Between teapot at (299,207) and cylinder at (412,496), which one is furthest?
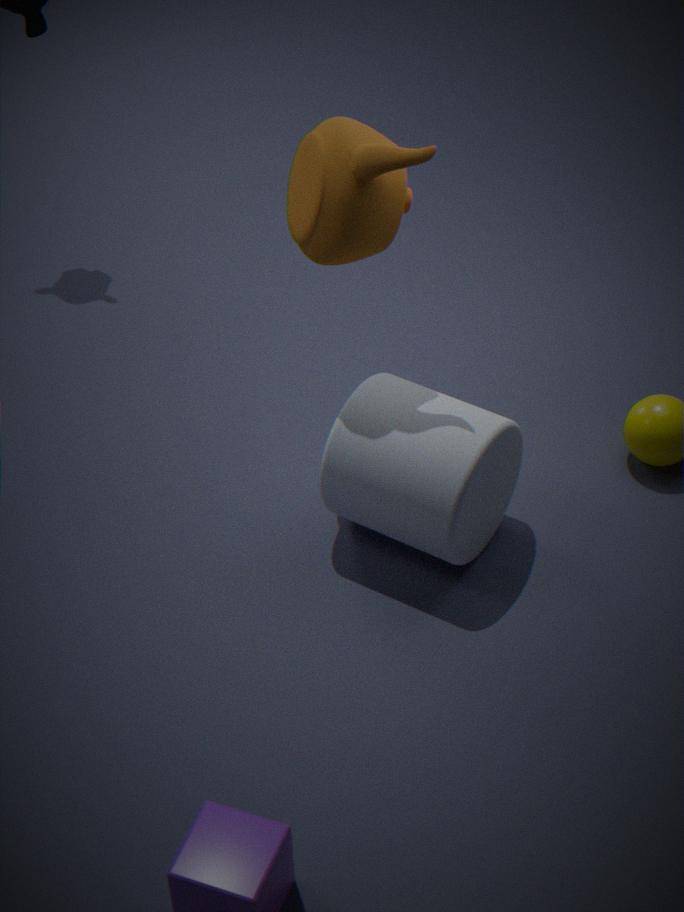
cylinder at (412,496)
